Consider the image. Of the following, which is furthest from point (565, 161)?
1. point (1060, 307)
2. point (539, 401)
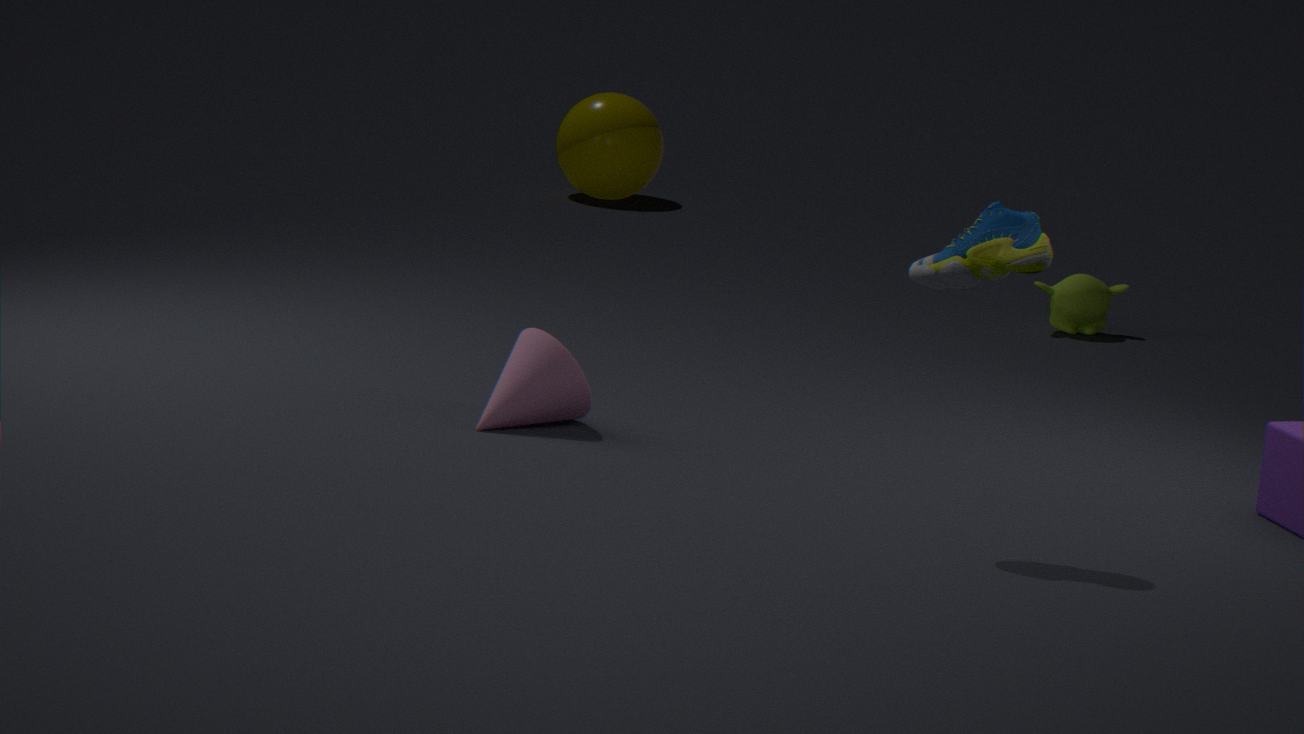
point (539, 401)
